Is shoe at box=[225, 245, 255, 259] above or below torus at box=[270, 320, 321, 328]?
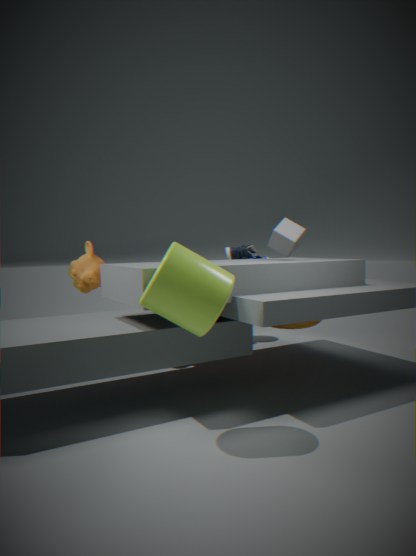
above
